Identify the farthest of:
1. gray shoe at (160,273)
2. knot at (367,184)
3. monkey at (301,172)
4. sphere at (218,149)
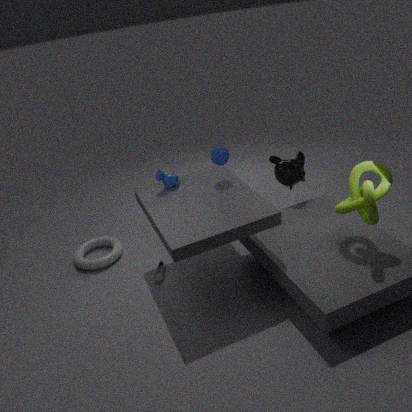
monkey at (301,172)
